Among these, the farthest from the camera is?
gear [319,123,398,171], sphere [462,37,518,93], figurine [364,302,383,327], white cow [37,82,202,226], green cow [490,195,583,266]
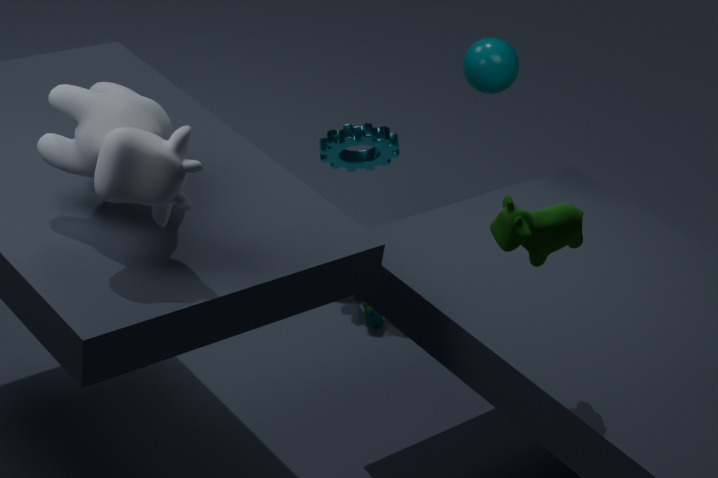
figurine [364,302,383,327]
